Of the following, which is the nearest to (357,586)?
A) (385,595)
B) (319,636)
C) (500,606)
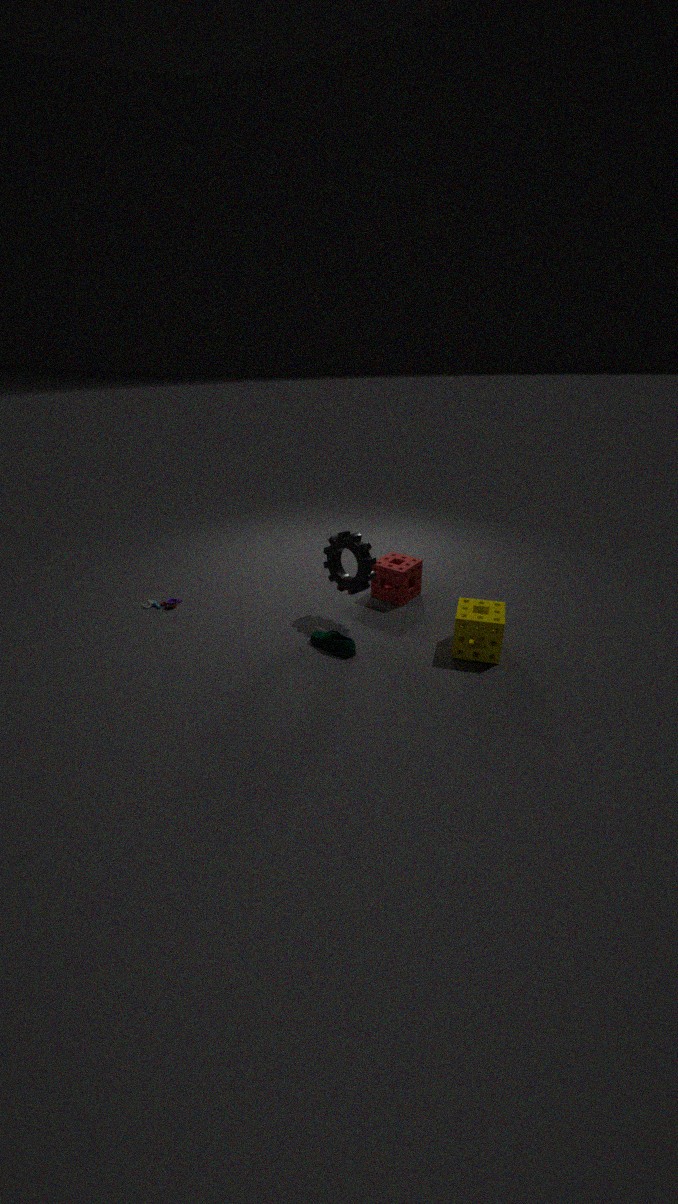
(319,636)
